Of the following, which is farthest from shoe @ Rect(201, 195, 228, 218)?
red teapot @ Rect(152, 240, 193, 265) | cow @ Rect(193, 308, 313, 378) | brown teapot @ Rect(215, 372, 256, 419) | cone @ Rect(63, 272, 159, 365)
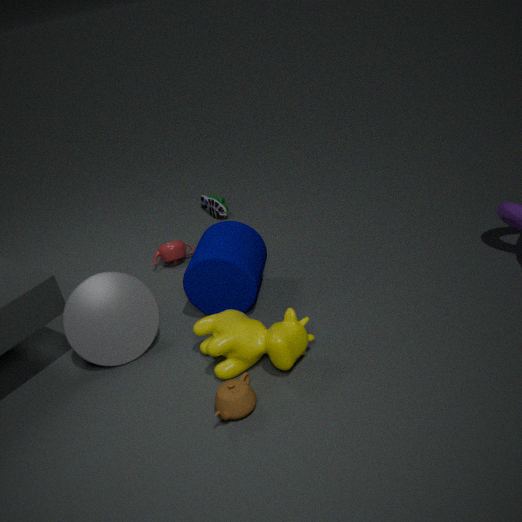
brown teapot @ Rect(215, 372, 256, 419)
